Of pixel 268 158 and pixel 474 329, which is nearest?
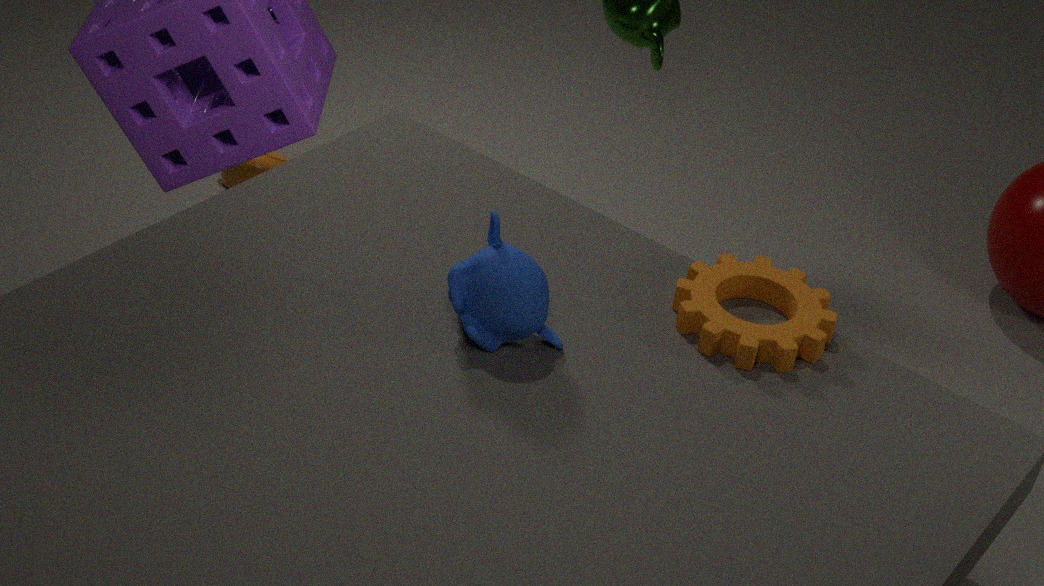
pixel 474 329
